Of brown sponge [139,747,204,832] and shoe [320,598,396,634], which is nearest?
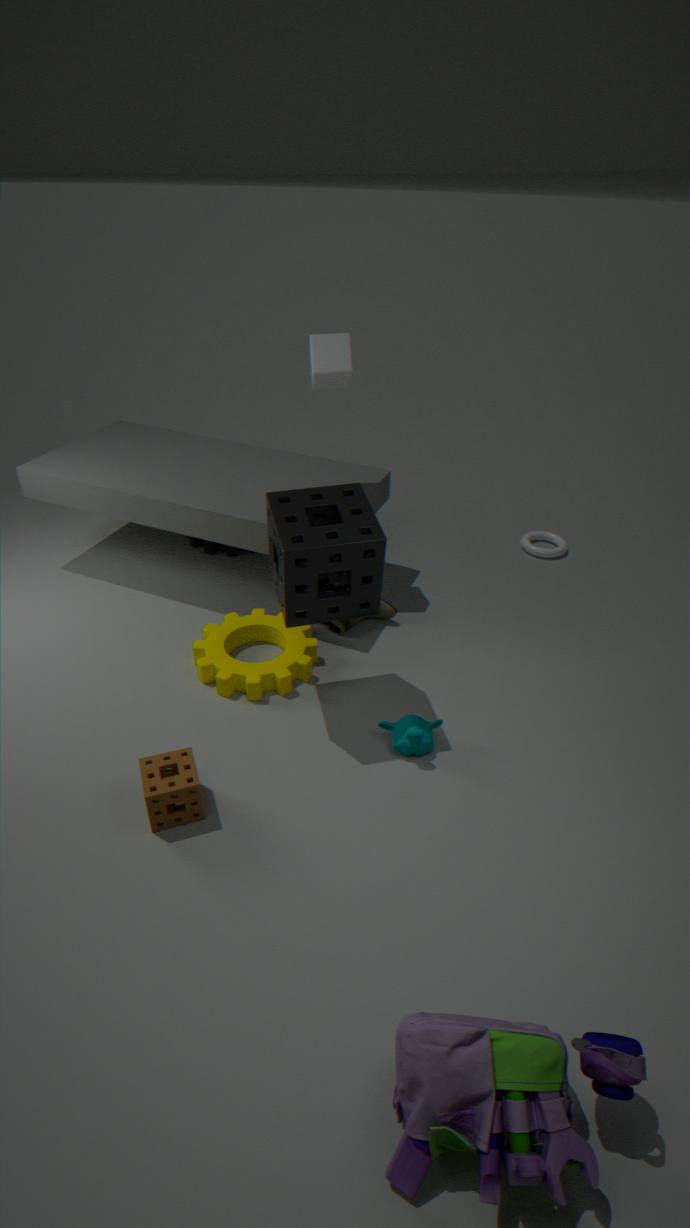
brown sponge [139,747,204,832]
